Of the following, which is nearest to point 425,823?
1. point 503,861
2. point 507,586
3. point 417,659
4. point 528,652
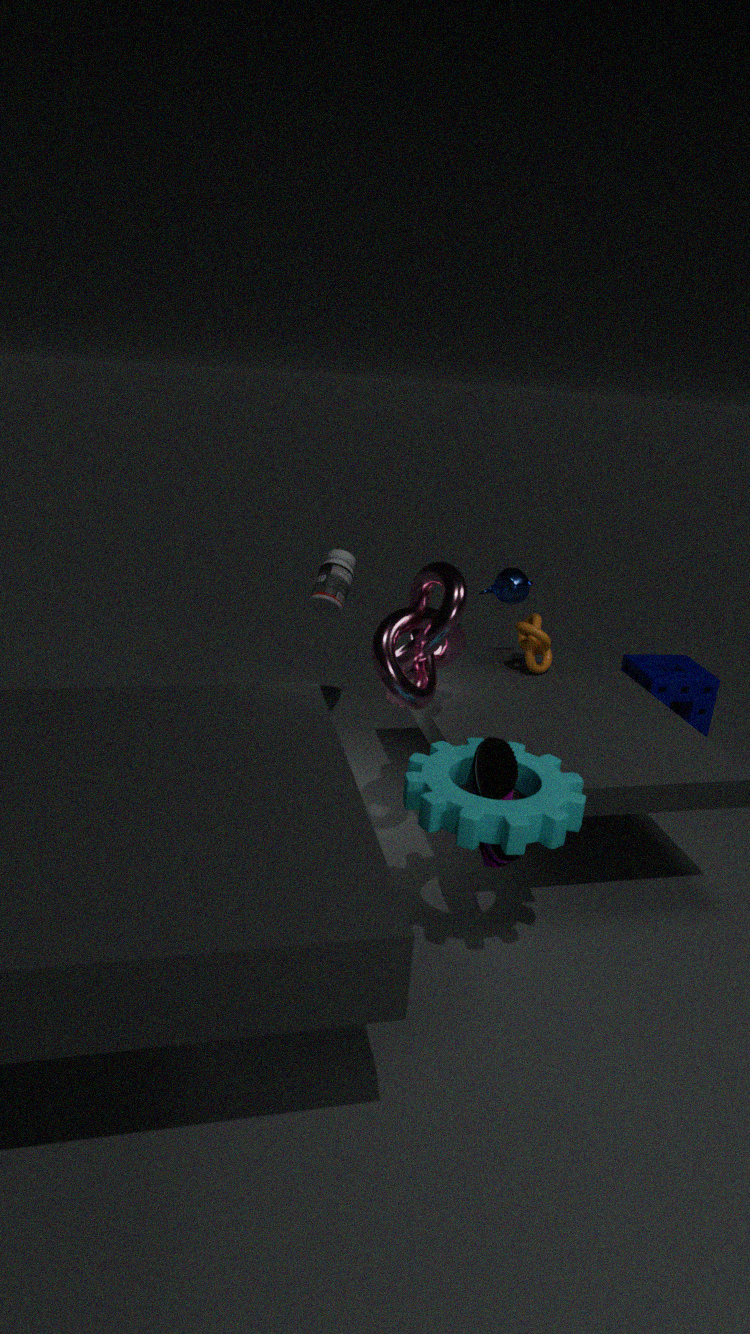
point 503,861
